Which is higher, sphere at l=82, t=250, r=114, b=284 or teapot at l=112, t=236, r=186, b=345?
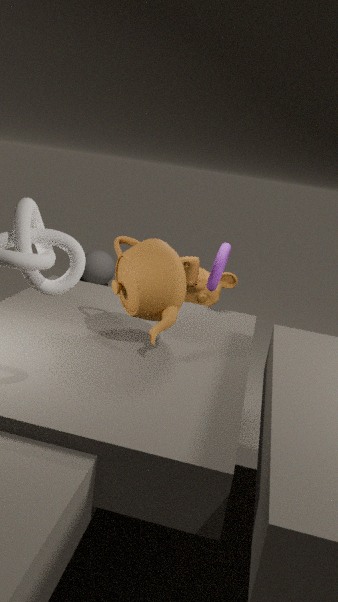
teapot at l=112, t=236, r=186, b=345
